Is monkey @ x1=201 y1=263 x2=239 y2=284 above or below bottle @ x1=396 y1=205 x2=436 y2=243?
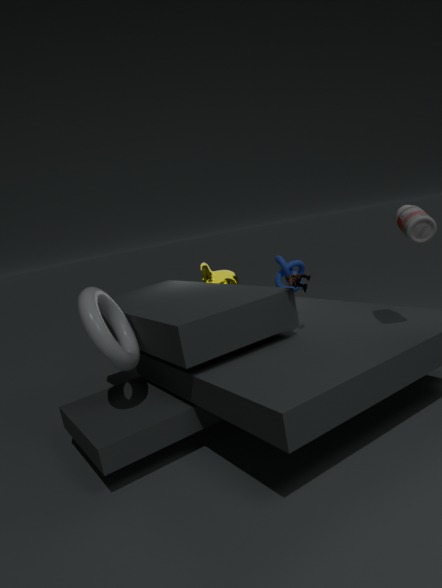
below
